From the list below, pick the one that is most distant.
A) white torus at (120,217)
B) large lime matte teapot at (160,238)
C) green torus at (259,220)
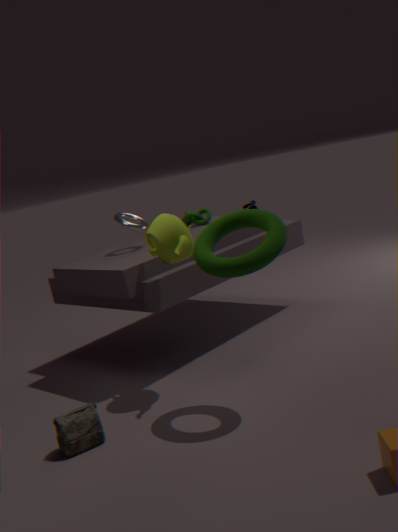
white torus at (120,217)
